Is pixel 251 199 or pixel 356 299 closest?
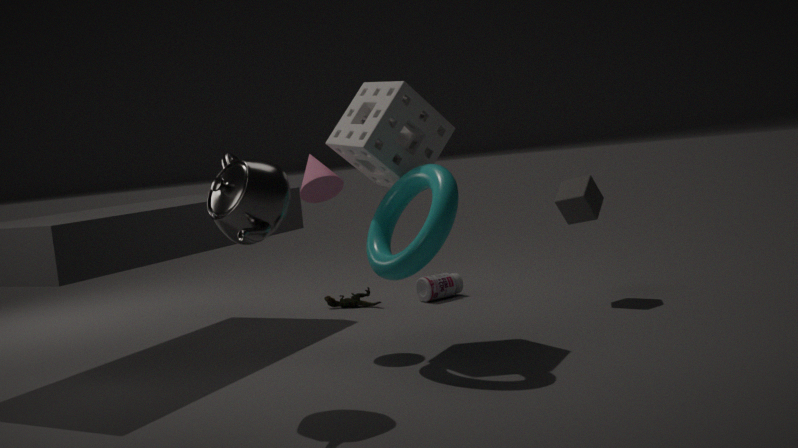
pixel 251 199
